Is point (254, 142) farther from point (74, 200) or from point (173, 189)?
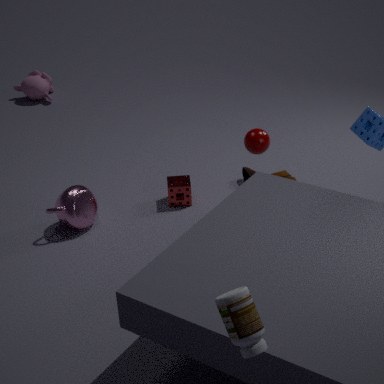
point (74, 200)
